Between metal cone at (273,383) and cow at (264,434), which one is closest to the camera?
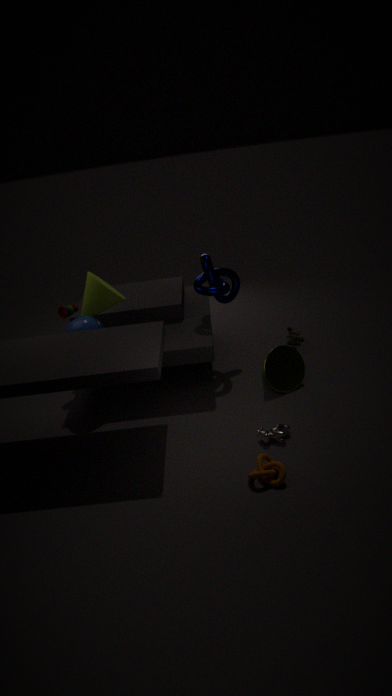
cow at (264,434)
